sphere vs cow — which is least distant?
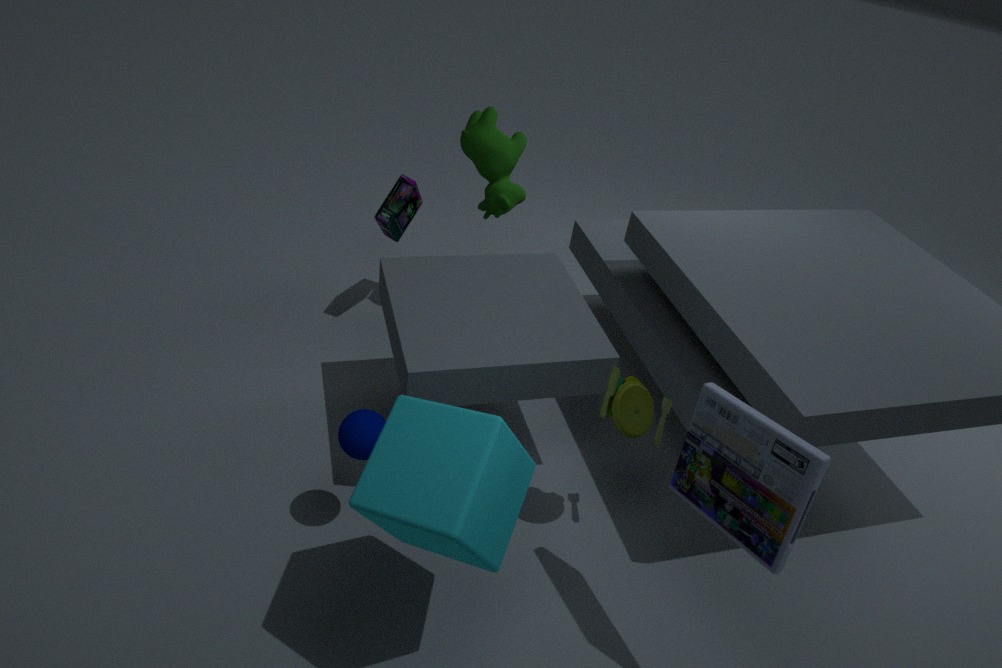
sphere
